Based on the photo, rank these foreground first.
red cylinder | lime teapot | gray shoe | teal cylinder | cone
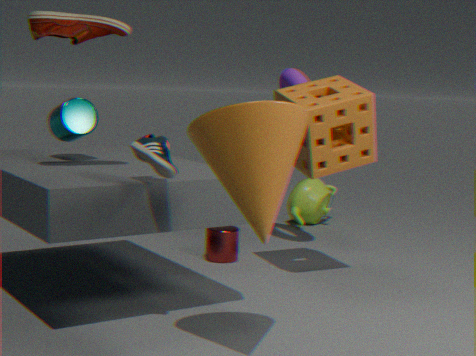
1. cone
2. gray shoe
3. teal cylinder
4. red cylinder
5. lime teapot
